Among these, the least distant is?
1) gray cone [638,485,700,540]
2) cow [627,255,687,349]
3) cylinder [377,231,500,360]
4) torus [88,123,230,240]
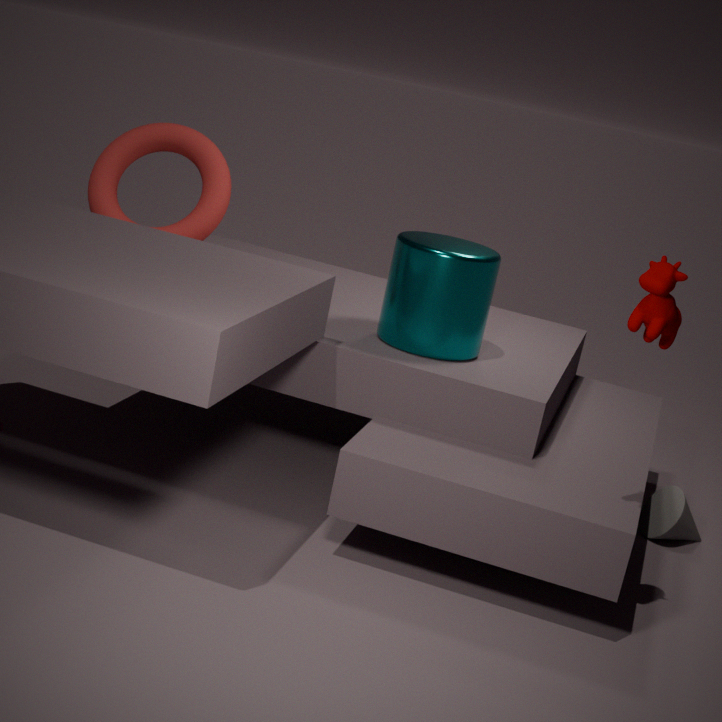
2. cow [627,255,687,349]
